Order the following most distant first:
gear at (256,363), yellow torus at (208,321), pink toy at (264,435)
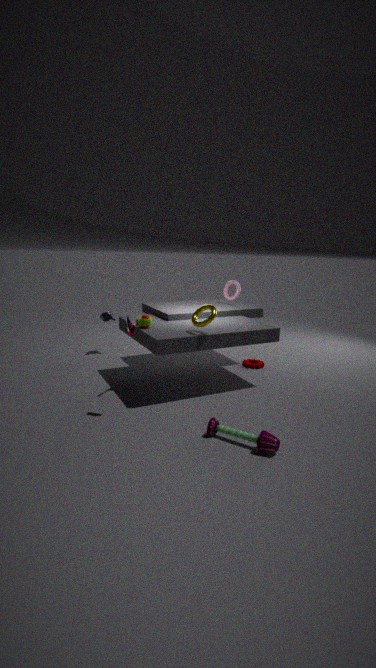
gear at (256,363), yellow torus at (208,321), pink toy at (264,435)
